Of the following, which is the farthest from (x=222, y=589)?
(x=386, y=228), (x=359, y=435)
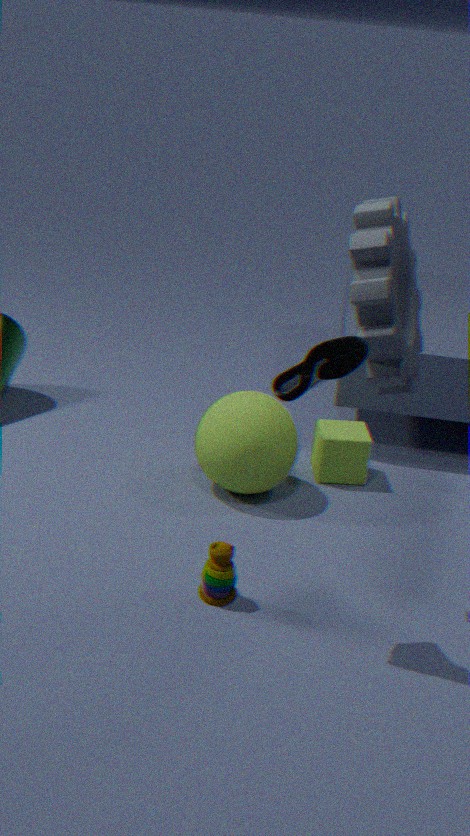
(x=359, y=435)
